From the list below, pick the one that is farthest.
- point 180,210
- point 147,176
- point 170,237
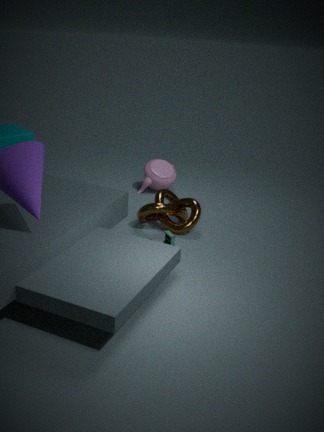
point 147,176
